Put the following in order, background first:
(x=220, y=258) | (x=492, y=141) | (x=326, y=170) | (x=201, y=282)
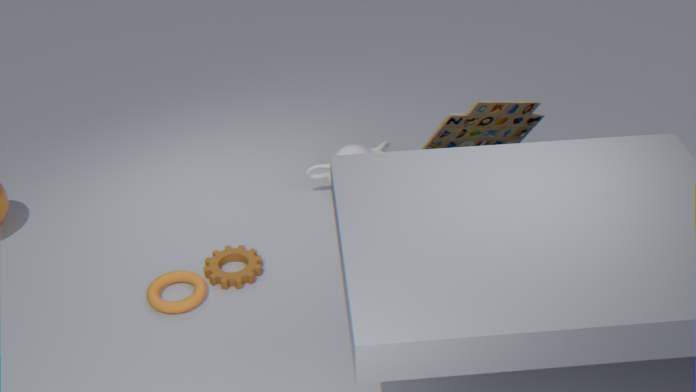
(x=326, y=170)
(x=220, y=258)
(x=492, y=141)
(x=201, y=282)
